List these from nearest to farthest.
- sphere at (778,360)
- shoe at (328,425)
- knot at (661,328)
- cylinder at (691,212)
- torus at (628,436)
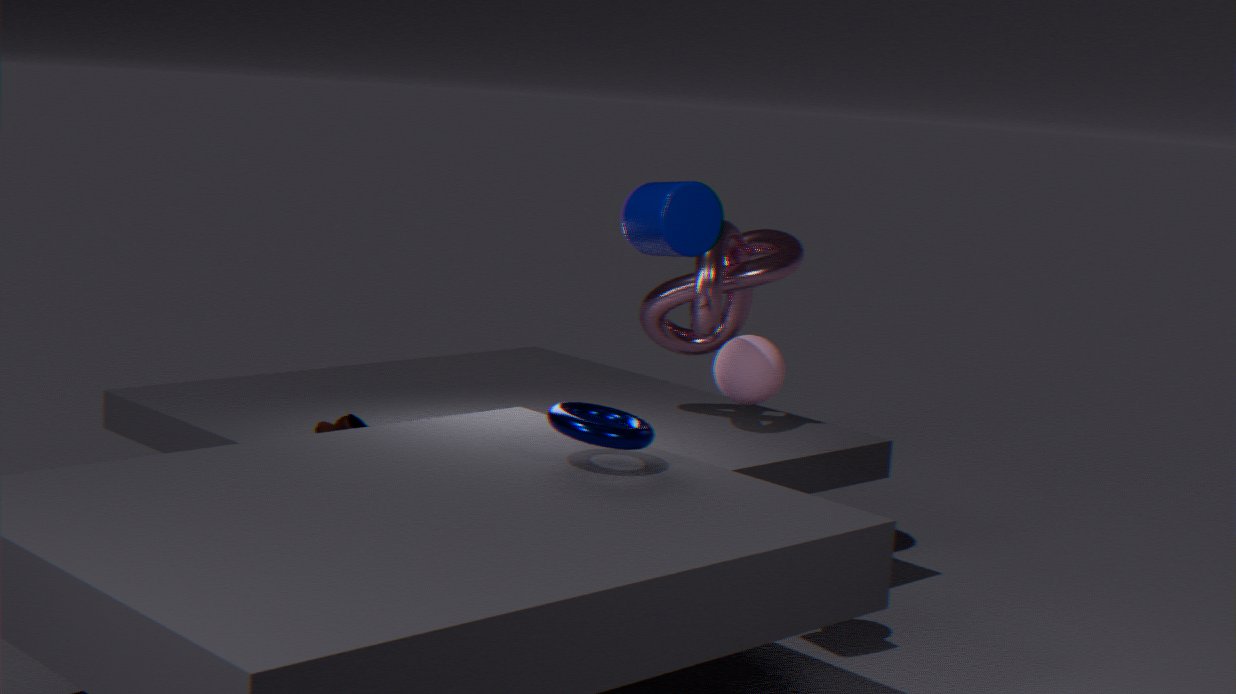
1. cylinder at (691,212)
2. torus at (628,436)
3. sphere at (778,360)
4. shoe at (328,425)
5. knot at (661,328)
